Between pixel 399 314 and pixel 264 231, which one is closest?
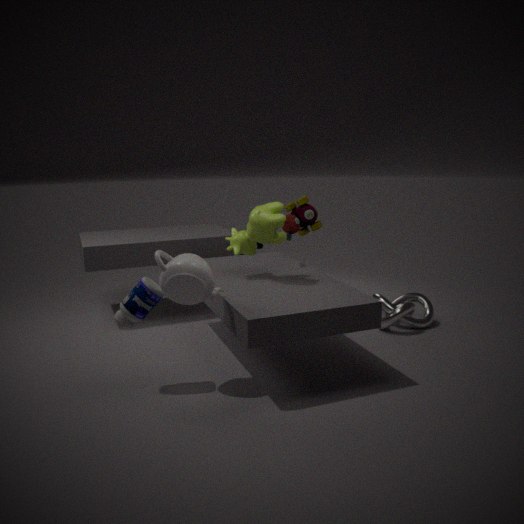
pixel 264 231
